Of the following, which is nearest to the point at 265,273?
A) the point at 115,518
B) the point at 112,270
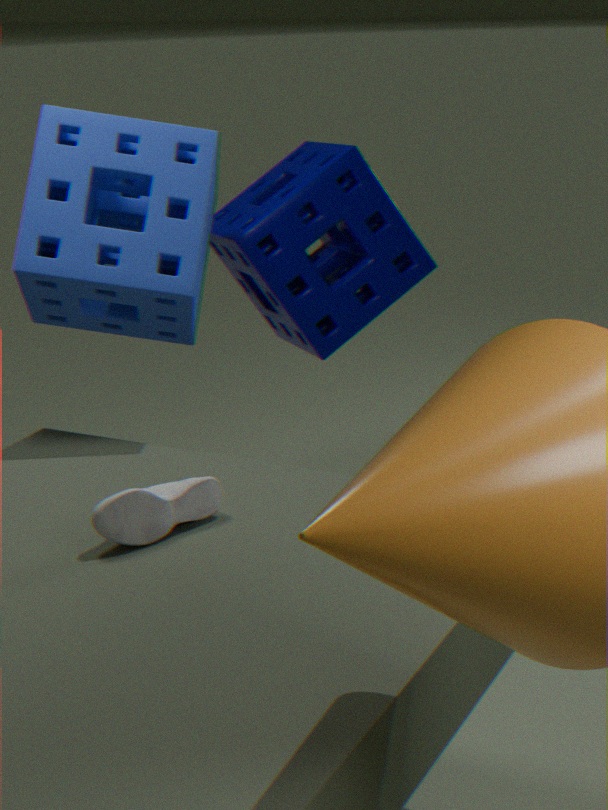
the point at 112,270
